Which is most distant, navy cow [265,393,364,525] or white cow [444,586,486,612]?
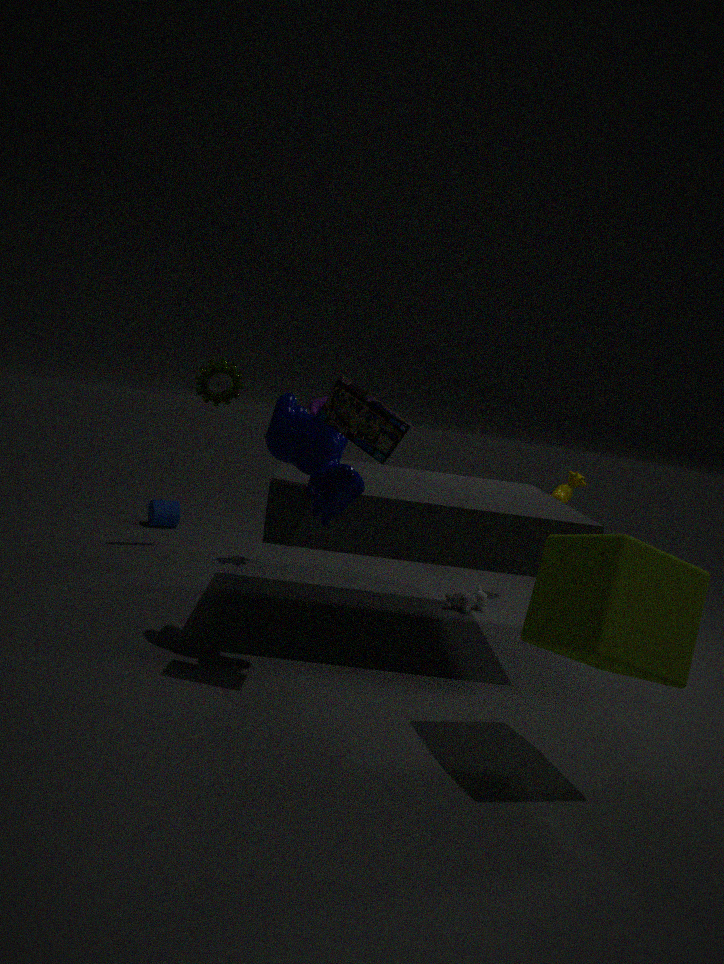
white cow [444,586,486,612]
